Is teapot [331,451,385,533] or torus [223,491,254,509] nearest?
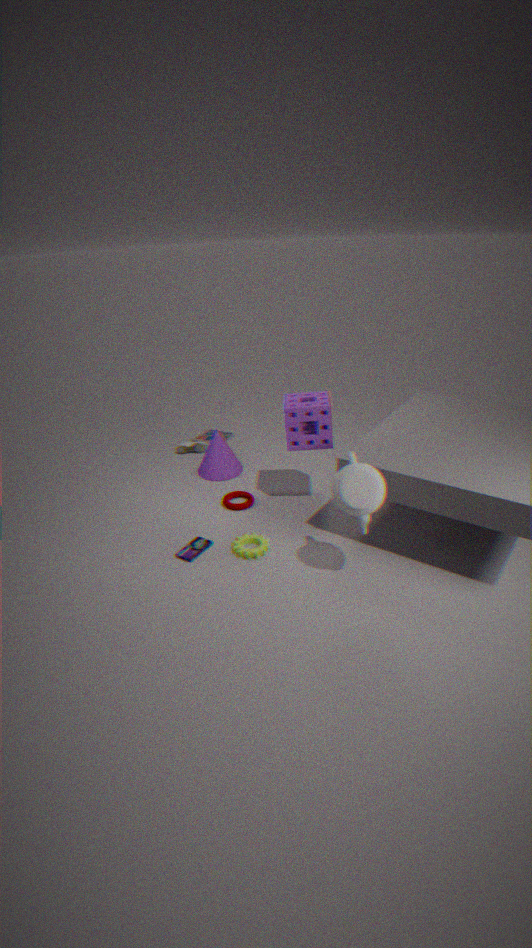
teapot [331,451,385,533]
